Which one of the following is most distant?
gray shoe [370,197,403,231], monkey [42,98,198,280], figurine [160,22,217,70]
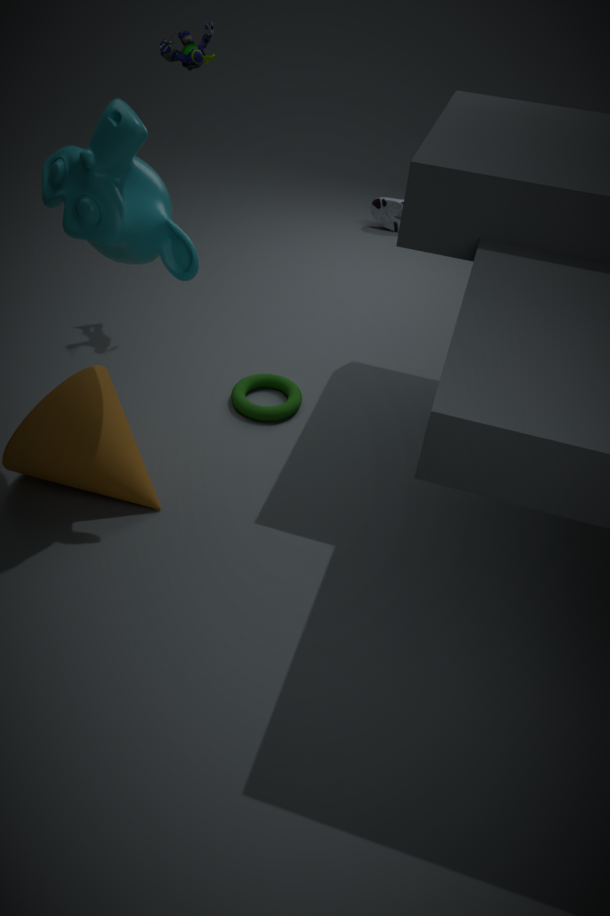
gray shoe [370,197,403,231]
